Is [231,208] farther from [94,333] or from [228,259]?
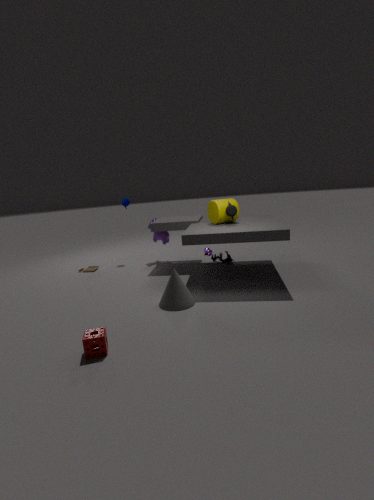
[94,333]
